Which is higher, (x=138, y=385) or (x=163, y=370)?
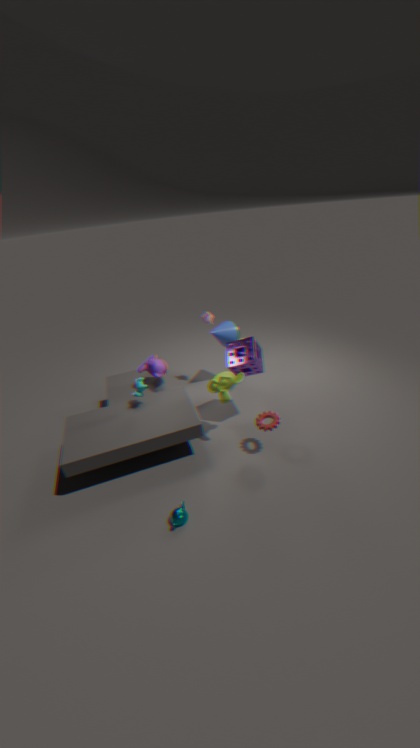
(x=138, y=385)
